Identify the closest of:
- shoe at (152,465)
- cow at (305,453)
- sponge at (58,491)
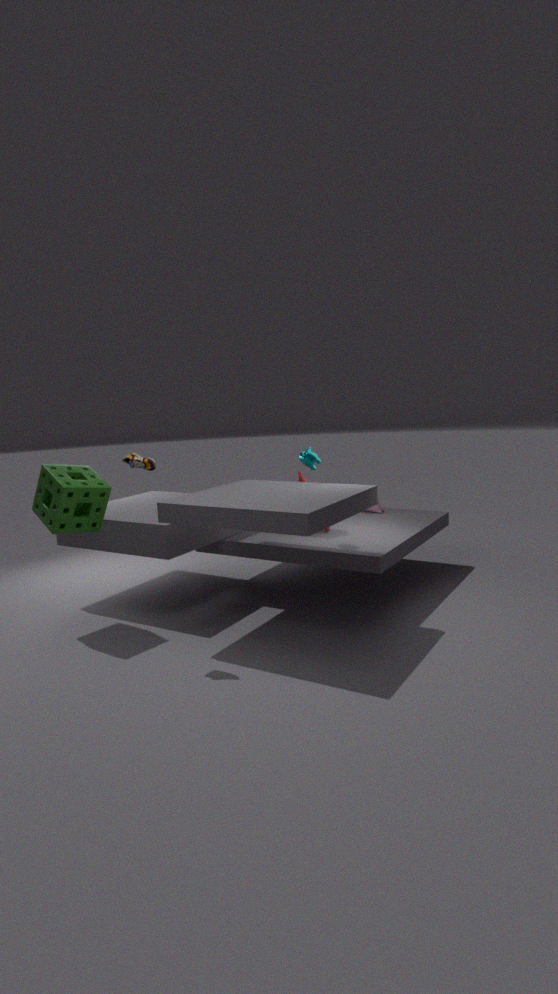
shoe at (152,465)
